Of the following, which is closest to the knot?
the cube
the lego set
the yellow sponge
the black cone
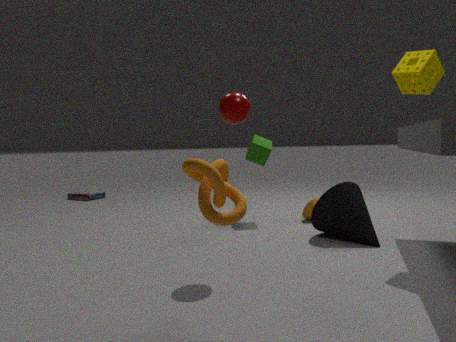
the black cone
